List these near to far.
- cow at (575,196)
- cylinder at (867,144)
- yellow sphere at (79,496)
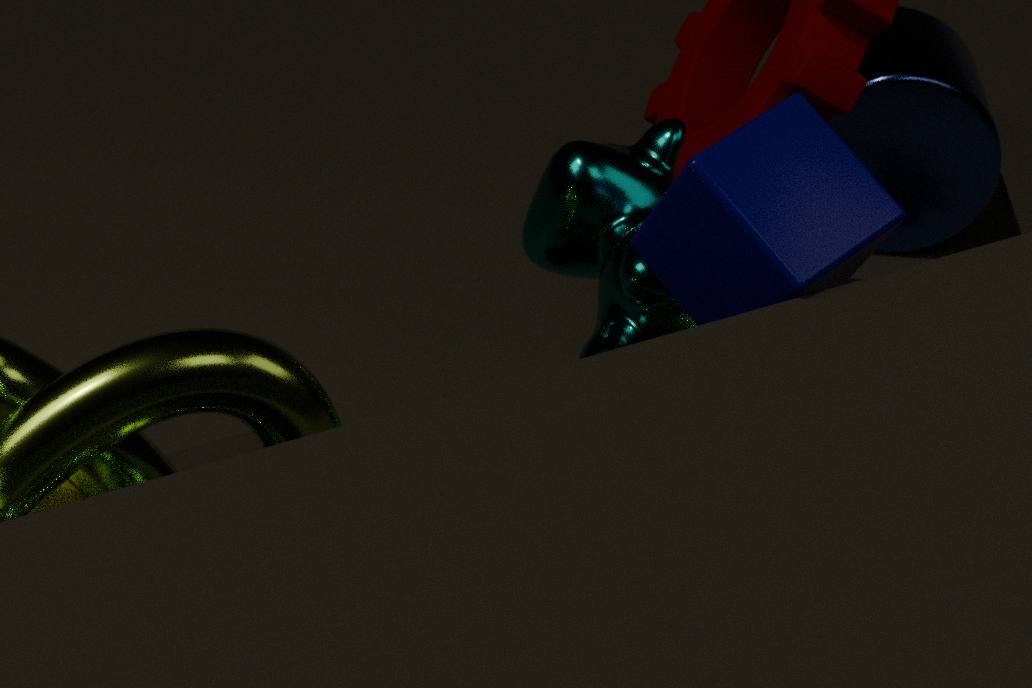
yellow sphere at (79,496)
cow at (575,196)
cylinder at (867,144)
